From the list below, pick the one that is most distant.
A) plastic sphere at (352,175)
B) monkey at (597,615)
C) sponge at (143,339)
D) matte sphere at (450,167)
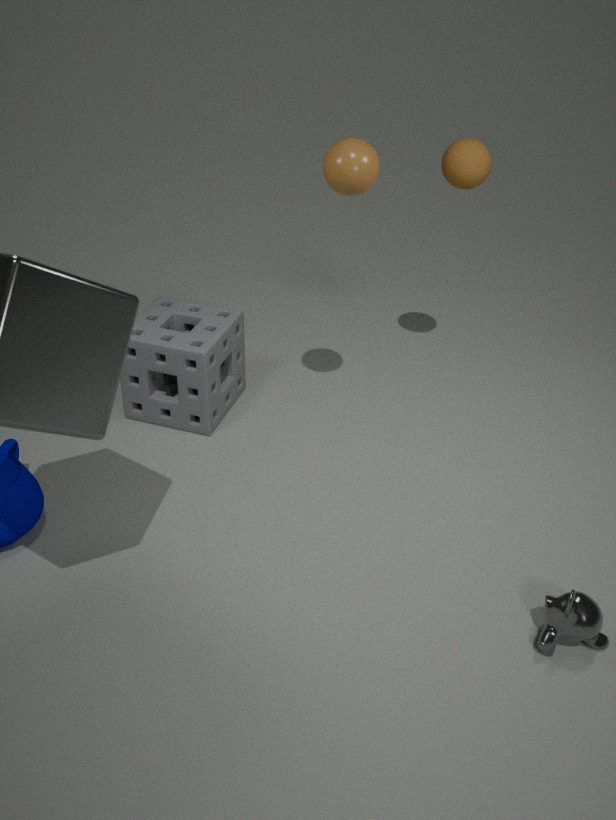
sponge at (143,339)
